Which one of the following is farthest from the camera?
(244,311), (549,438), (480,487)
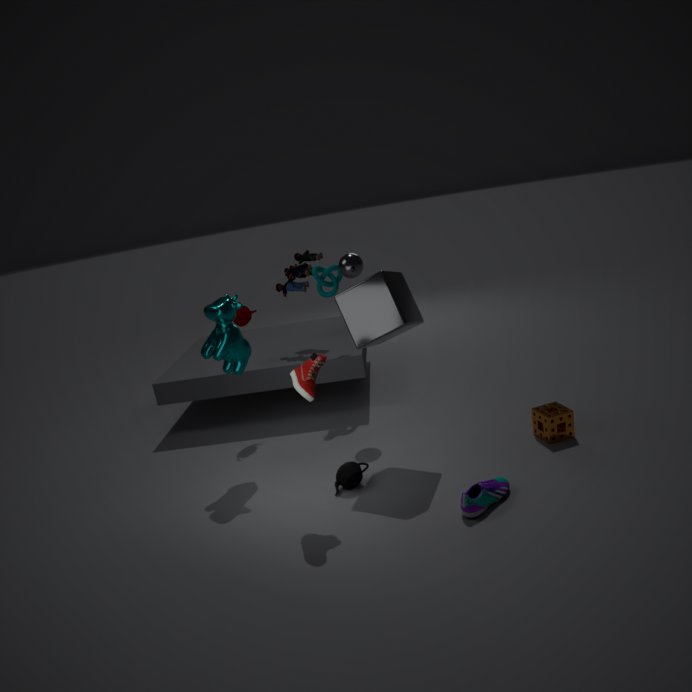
(244,311)
